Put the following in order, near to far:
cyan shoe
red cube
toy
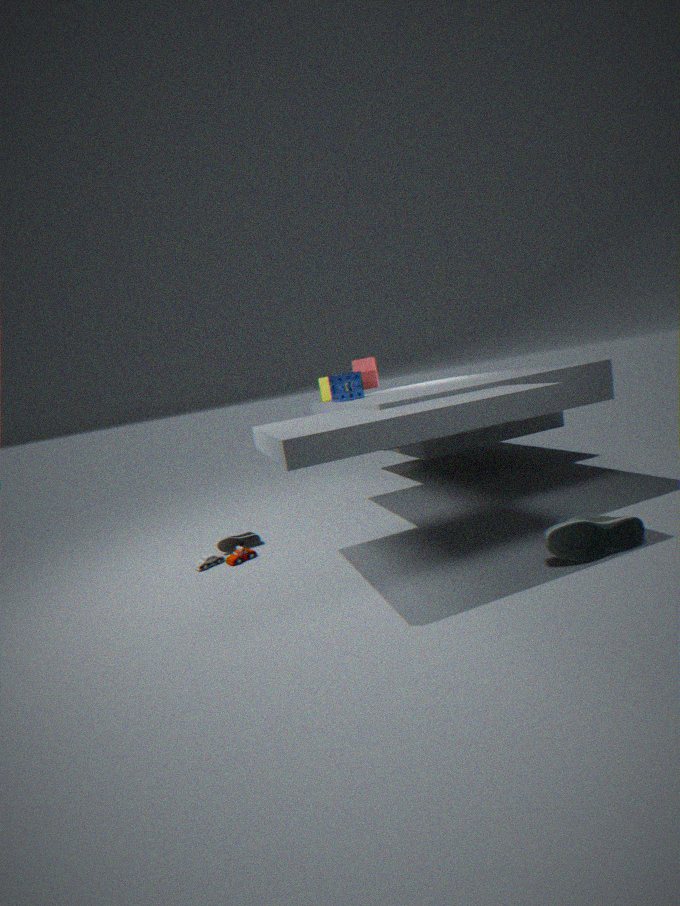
1. cyan shoe
2. toy
3. red cube
